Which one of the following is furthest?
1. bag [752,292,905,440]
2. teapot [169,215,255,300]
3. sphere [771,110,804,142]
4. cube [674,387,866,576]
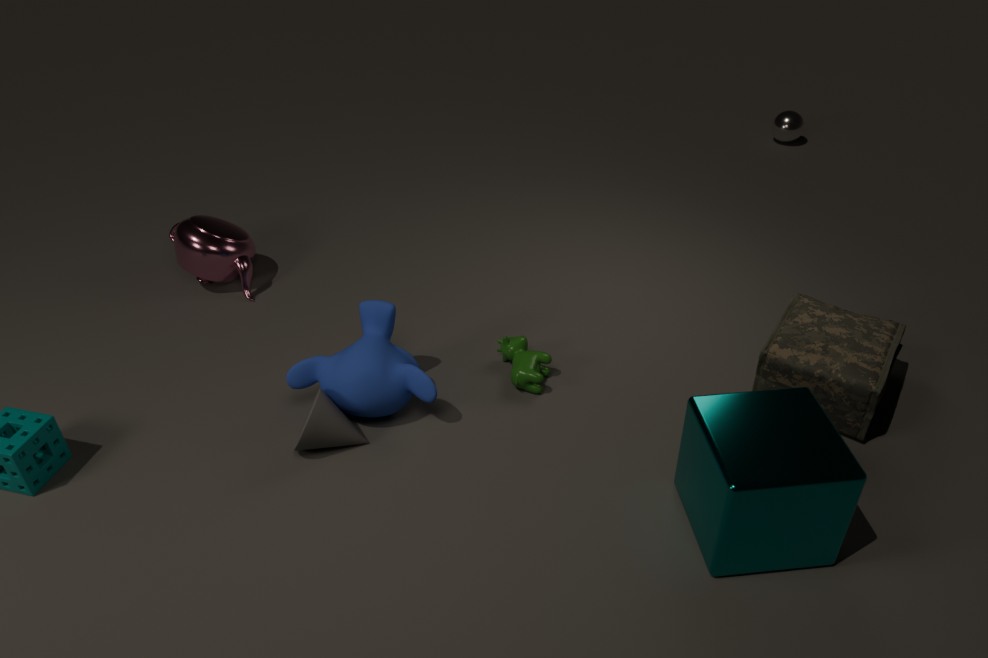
sphere [771,110,804,142]
